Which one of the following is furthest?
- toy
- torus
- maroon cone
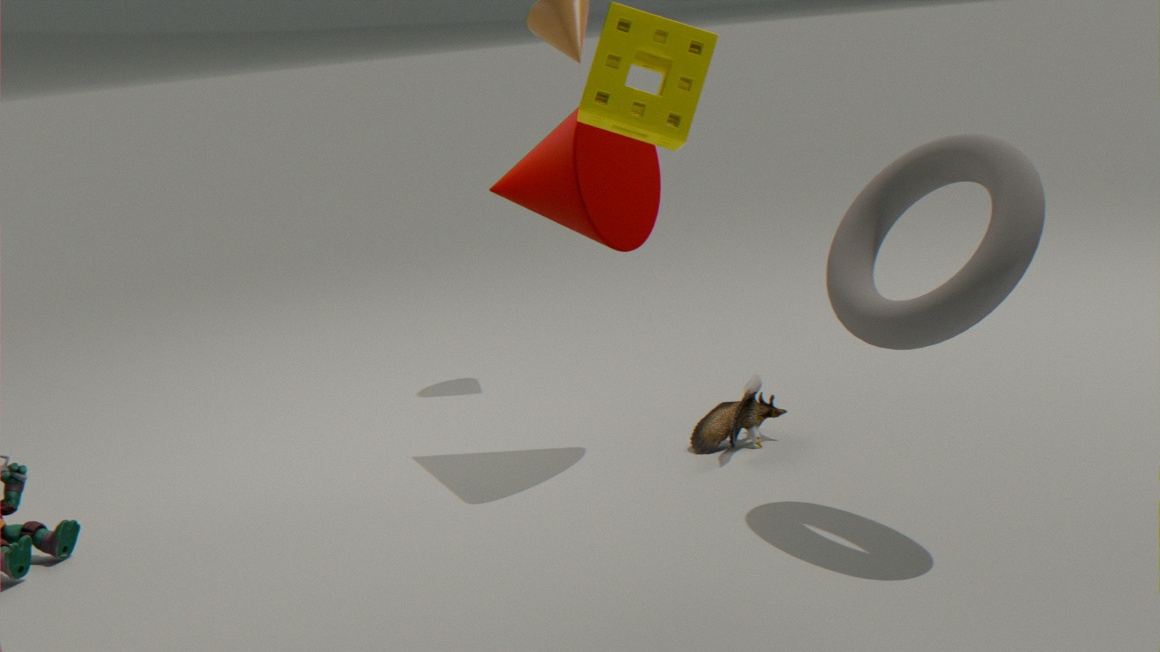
toy
